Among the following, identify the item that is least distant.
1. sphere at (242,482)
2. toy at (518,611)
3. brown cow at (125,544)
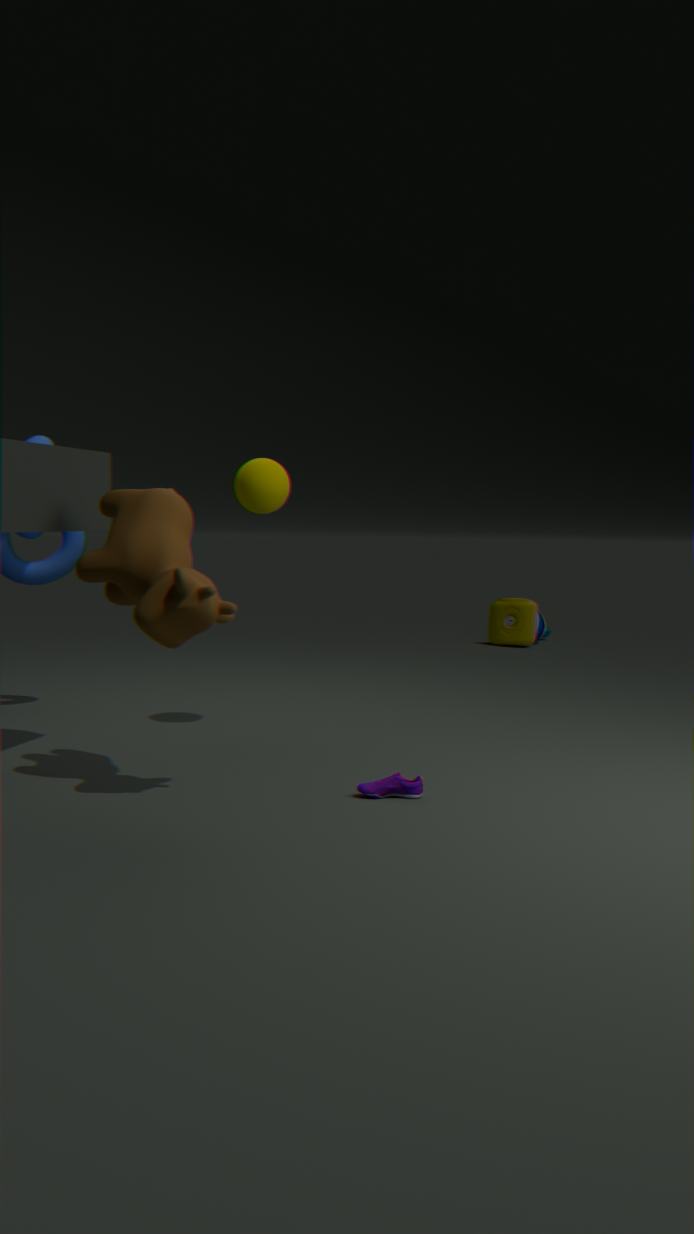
brown cow at (125,544)
